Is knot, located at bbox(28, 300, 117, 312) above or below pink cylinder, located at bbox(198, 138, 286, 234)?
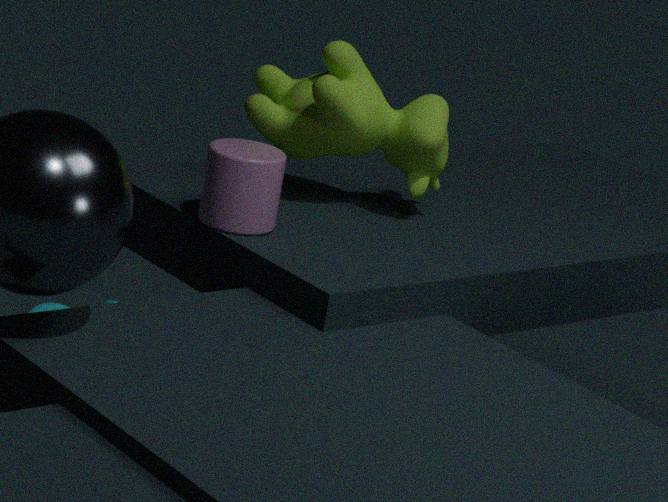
below
